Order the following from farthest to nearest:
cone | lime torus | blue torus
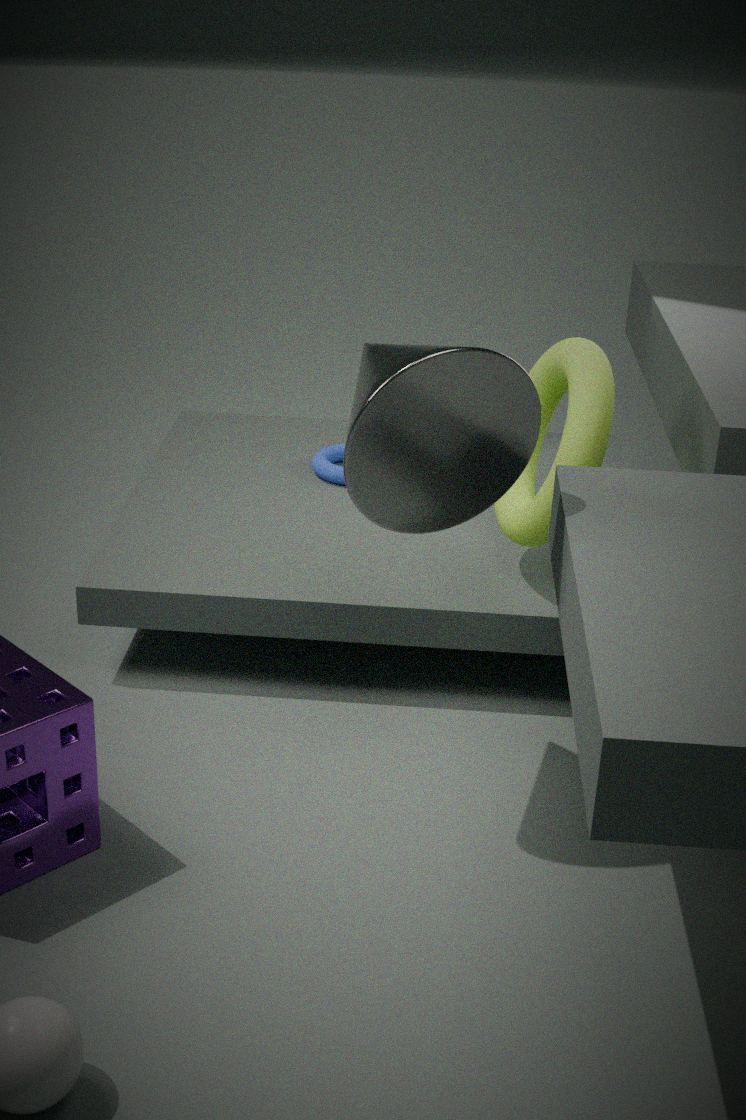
blue torus → lime torus → cone
